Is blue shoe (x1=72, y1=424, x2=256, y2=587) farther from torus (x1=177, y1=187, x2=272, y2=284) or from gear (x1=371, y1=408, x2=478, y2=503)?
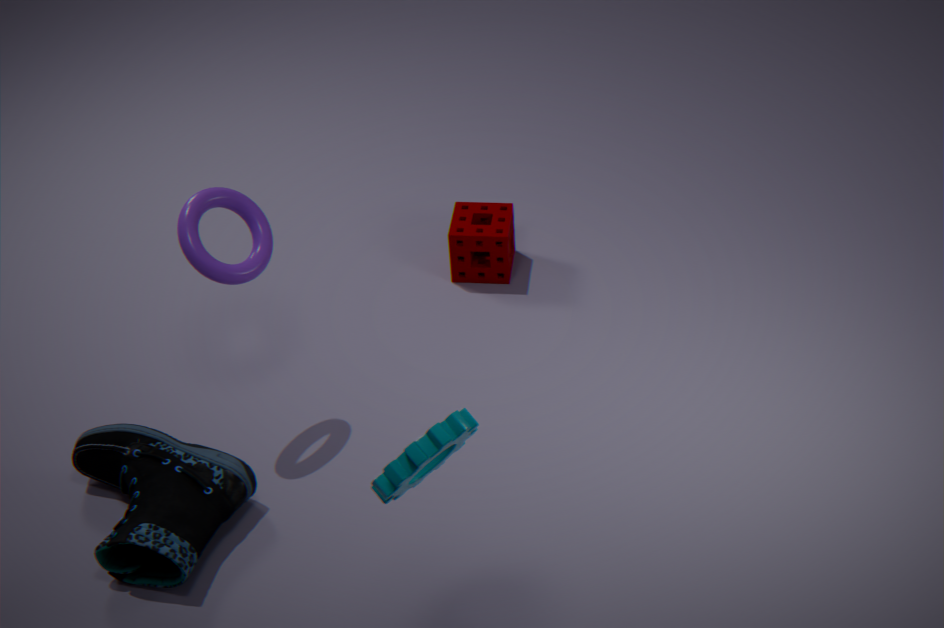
gear (x1=371, y1=408, x2=478, y2=503)
